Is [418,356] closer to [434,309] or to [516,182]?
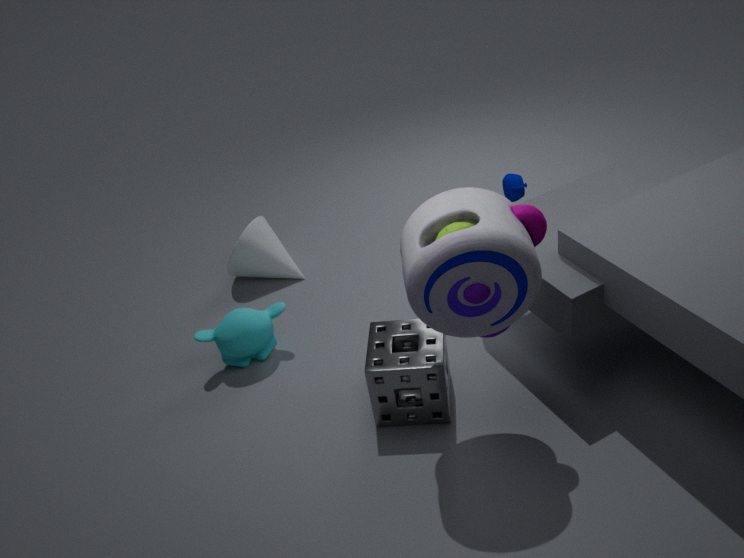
[434,309]
